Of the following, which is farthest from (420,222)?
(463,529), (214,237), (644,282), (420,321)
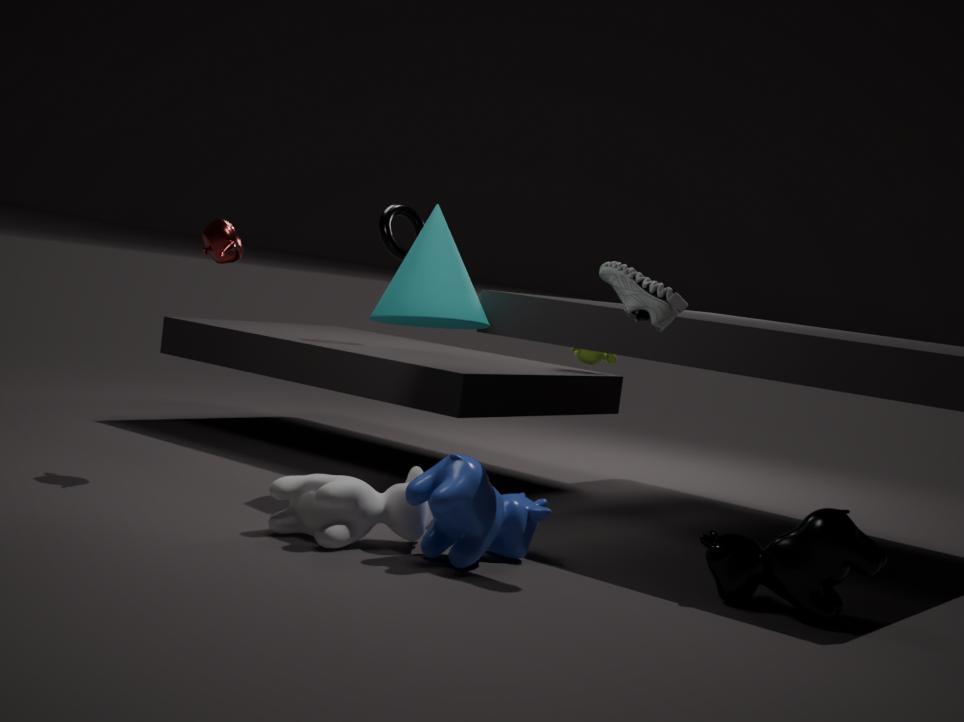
(463,529)
